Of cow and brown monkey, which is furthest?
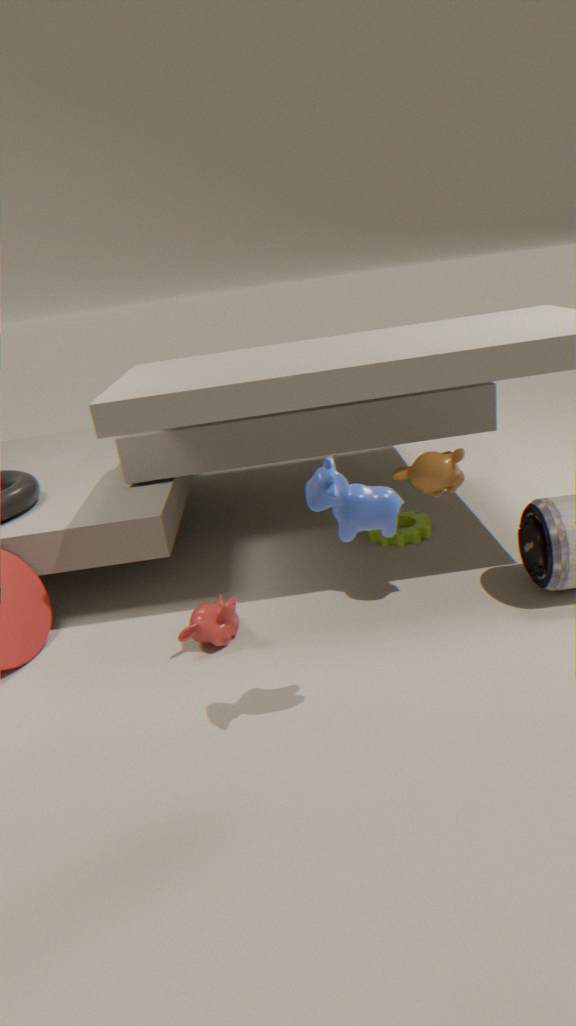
brown monkey
